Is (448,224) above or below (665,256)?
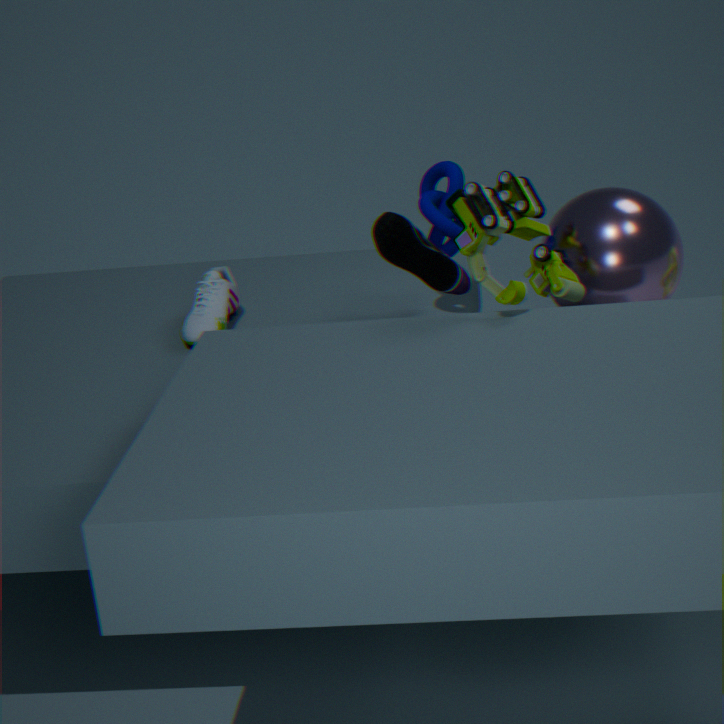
above
